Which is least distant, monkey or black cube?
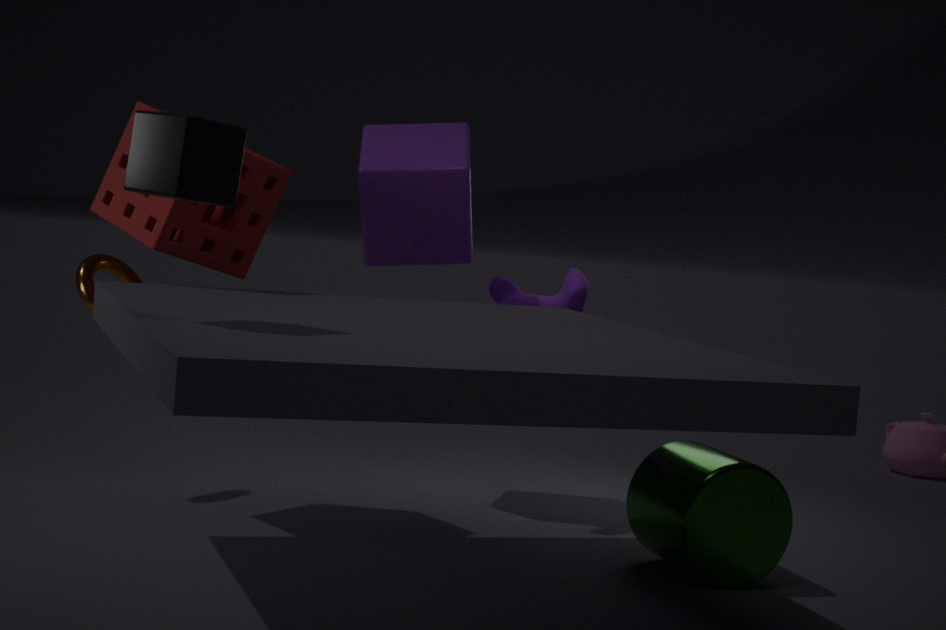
black cube
